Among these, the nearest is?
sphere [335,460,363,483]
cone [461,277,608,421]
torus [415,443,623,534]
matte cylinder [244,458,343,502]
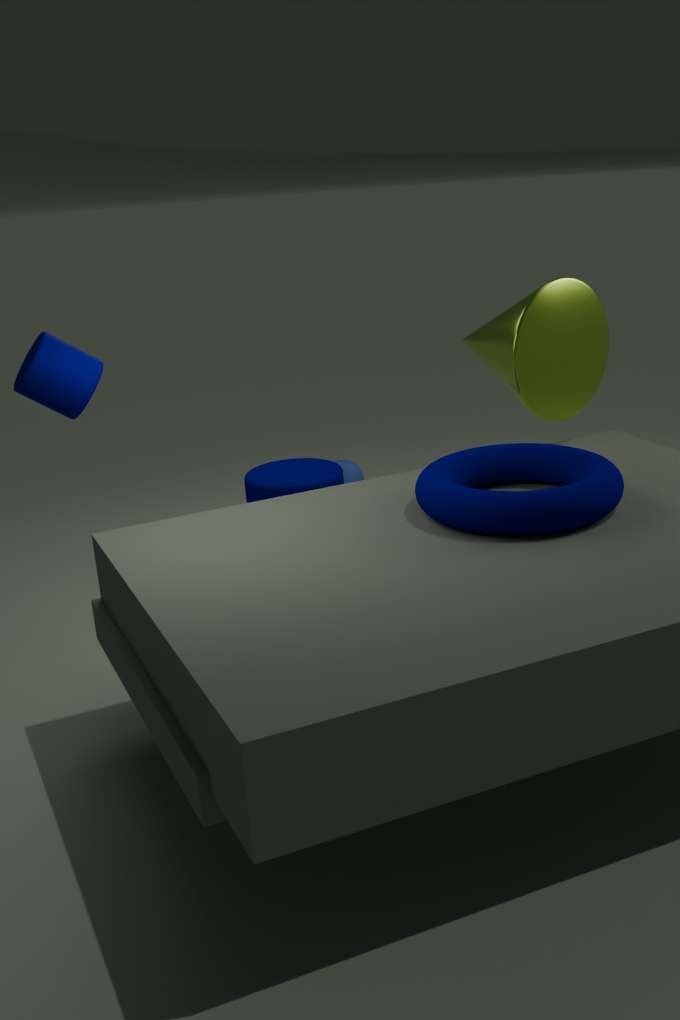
torus [415,443,623,534]
